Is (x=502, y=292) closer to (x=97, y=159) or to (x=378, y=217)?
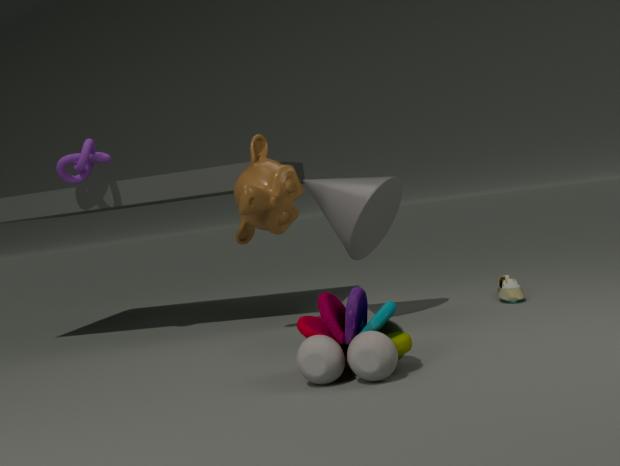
(x=378, y=217)
